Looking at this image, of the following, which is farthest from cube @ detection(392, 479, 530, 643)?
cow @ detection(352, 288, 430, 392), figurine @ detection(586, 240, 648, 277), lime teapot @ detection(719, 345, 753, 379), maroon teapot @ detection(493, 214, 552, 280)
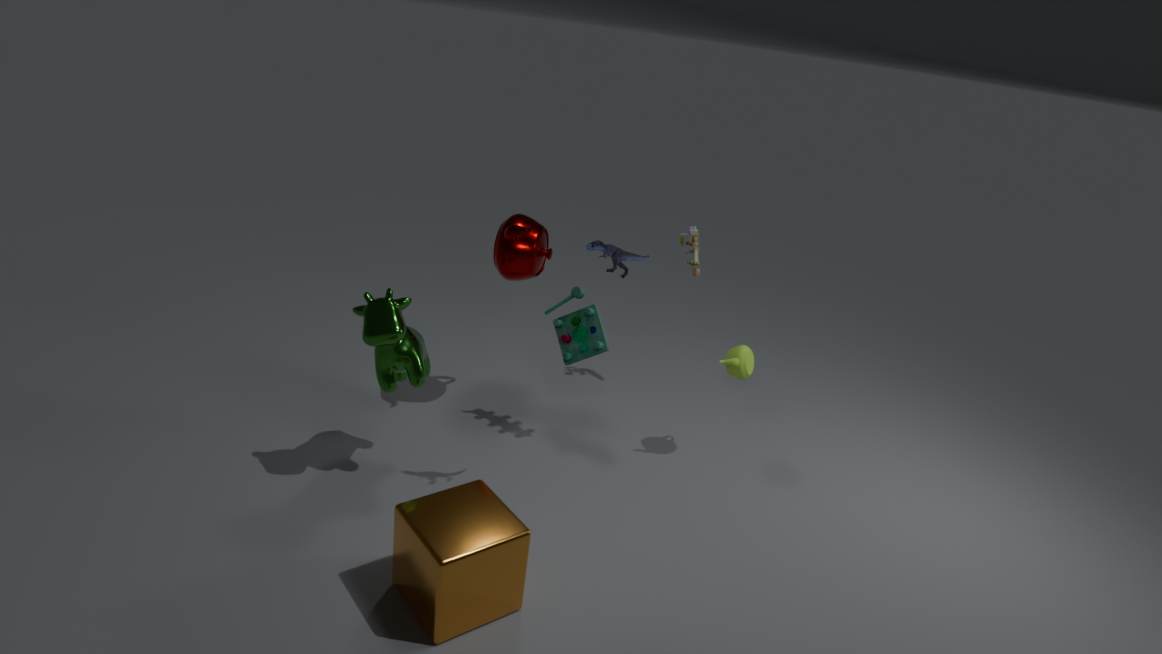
lime teapot @ detection(719, 345, 753, 379)
